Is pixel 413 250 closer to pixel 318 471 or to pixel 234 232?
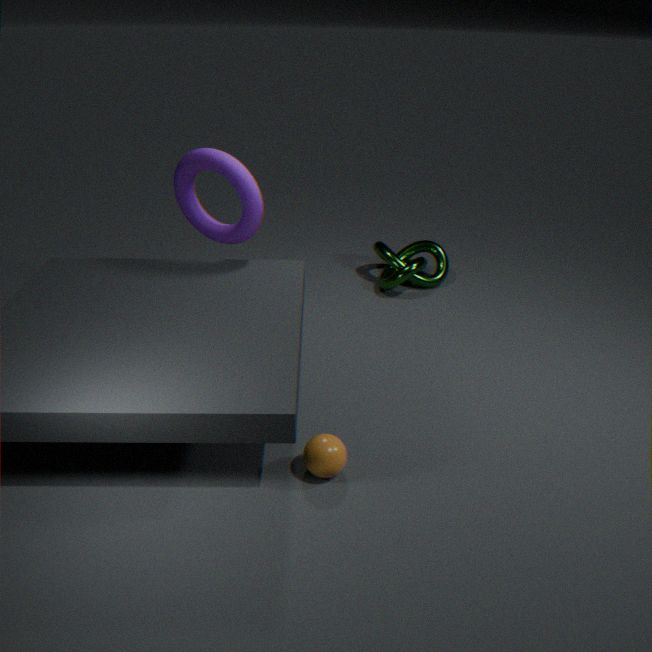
pixel 234 232
